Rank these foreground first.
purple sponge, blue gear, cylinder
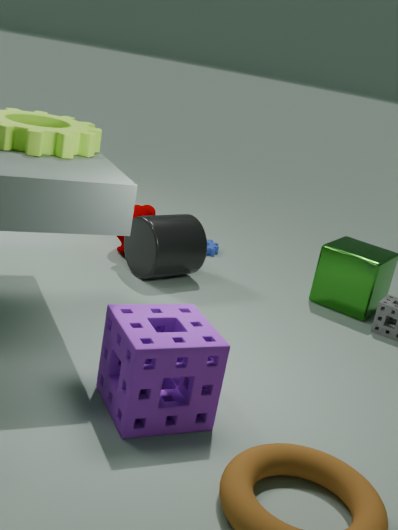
purple sponge → cylinder → blue gear
